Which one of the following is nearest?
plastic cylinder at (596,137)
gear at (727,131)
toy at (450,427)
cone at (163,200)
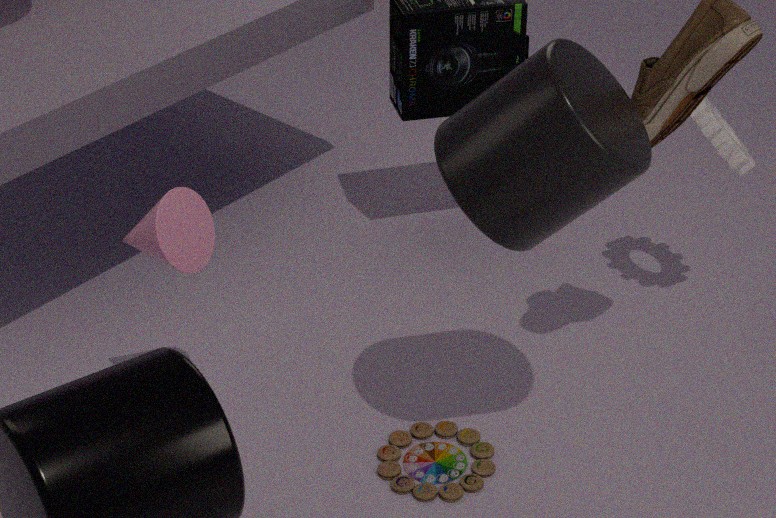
plastic cylinder at (596,137)
